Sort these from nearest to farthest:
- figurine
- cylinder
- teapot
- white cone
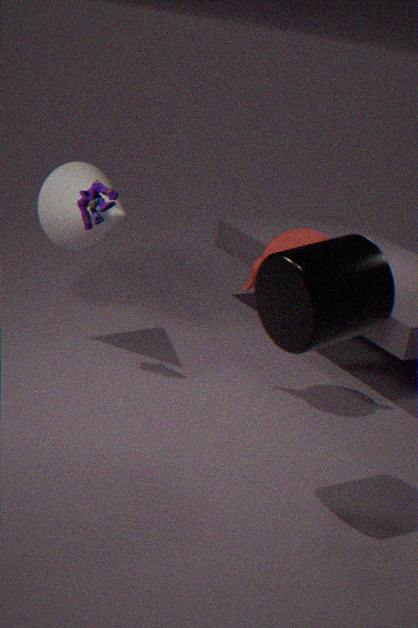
cylinder < figurine < teapot < white cone
